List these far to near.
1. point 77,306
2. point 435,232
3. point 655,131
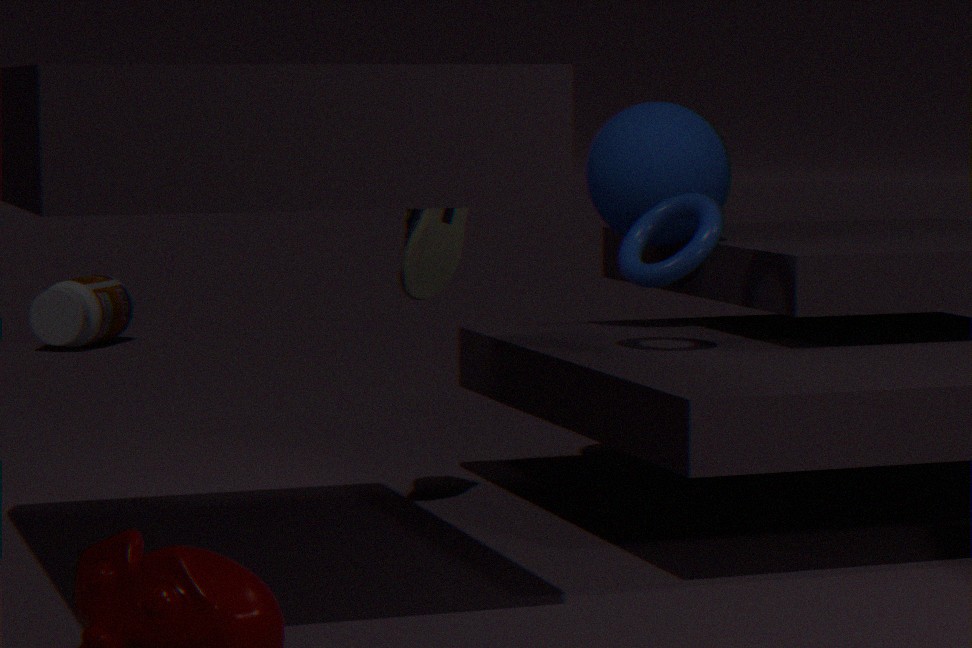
point 77,306
point 655,131
point 435,232
